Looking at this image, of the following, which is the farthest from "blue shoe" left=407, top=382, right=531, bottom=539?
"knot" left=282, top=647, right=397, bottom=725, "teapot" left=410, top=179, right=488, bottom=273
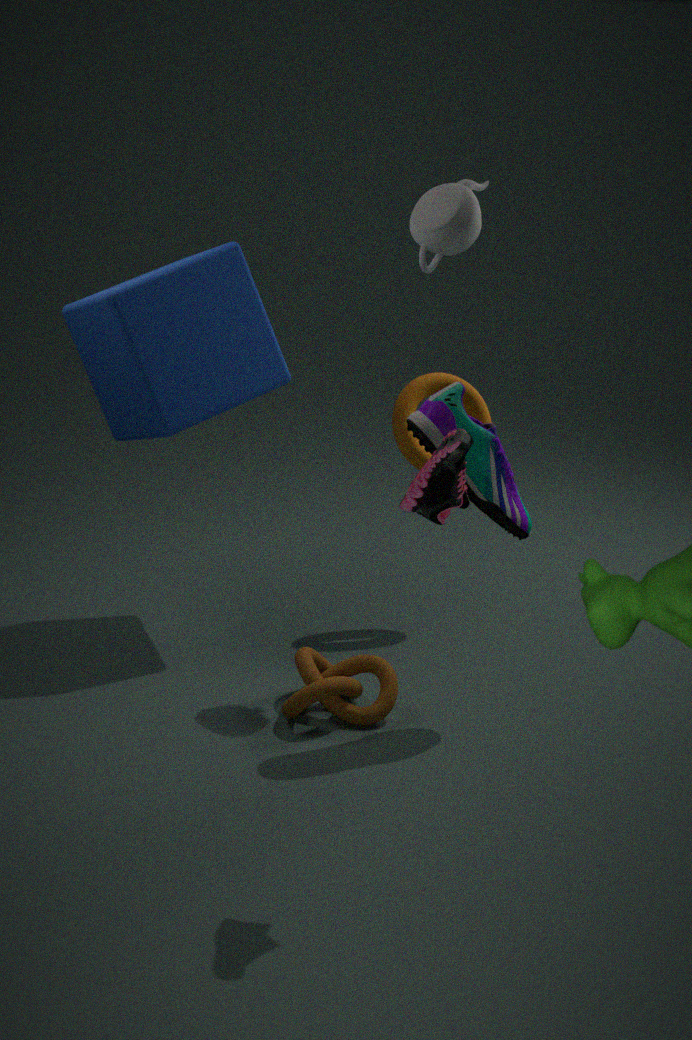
"knot" left=282, top=647, right=397, bottom=725
